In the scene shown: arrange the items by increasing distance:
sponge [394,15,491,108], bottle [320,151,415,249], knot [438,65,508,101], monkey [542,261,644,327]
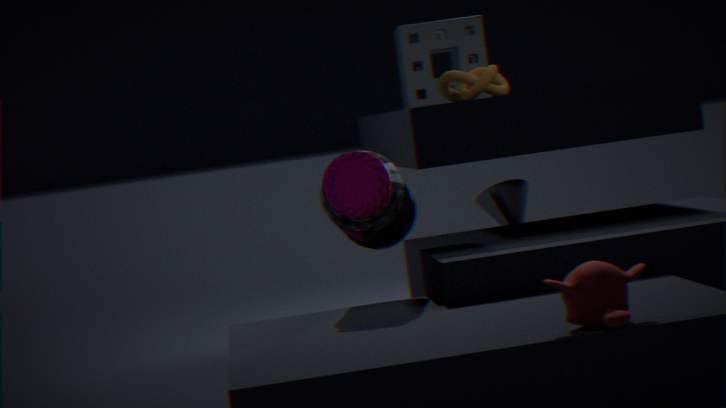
1. monkey [542,261,644,327]
2. bottle [320,151,415,249]
3. knot [438,65,508,101]
4. sponge [394,15,491,108]
